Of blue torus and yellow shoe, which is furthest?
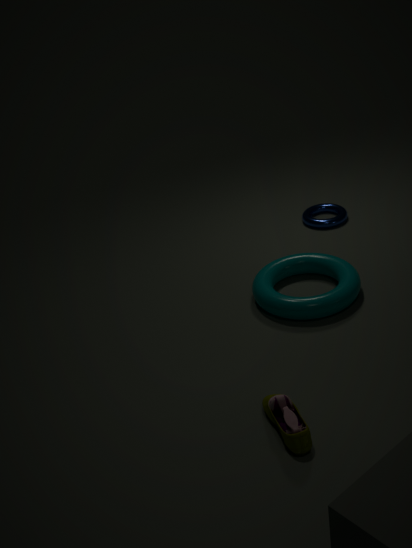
blue torus
